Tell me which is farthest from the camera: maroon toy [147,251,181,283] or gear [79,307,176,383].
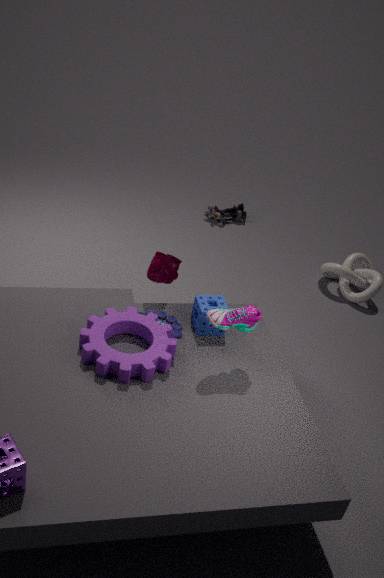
maroon toy [147,251,181,283]
